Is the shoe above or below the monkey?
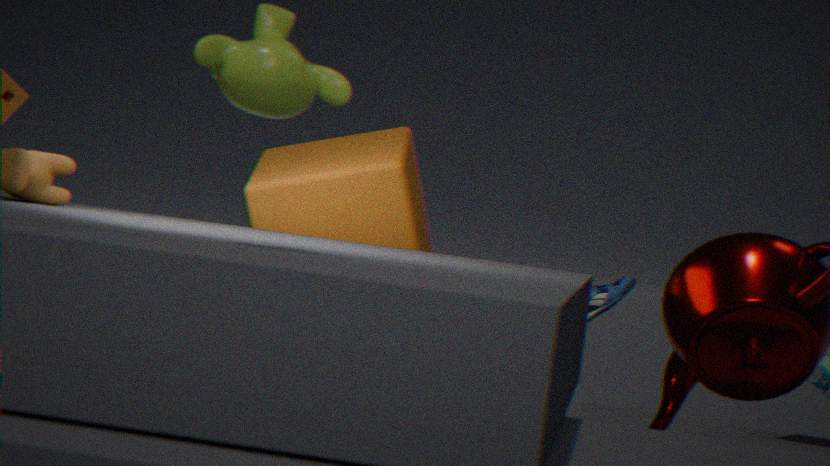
below
